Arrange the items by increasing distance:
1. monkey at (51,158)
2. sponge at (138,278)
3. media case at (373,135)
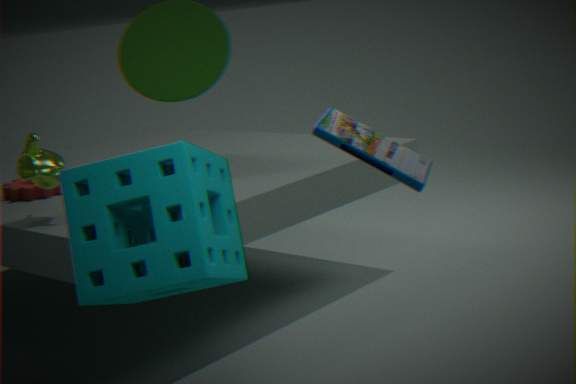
media case at (373,135) → sponge at (138,278) → monkey at (51,158)
